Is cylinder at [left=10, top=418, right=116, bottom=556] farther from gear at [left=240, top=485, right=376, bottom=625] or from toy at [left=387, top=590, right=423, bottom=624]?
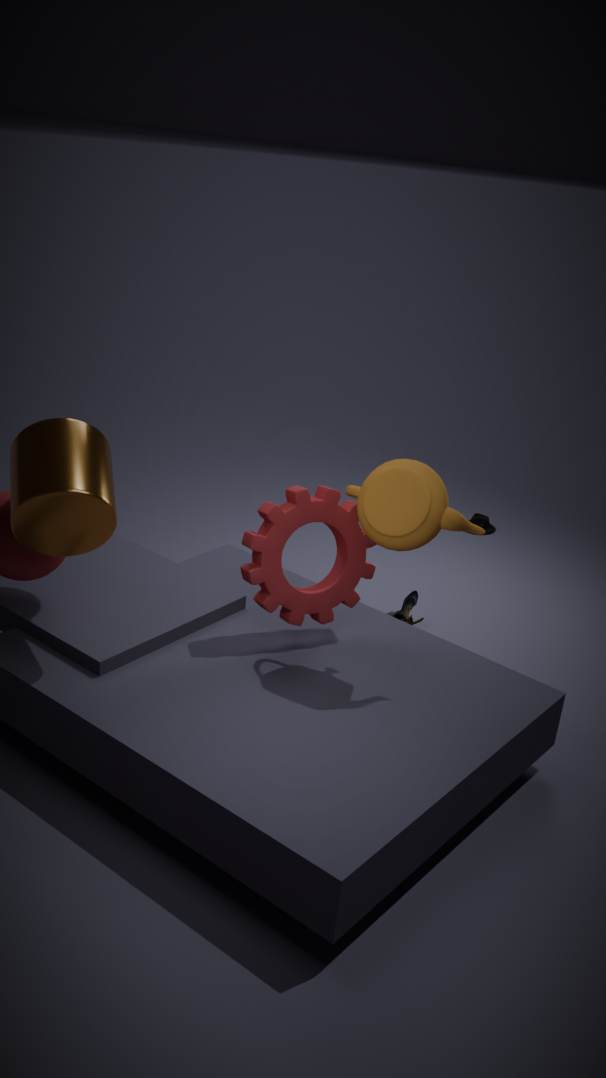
toy at [left=387, top=590, right=423, bottom=624]
